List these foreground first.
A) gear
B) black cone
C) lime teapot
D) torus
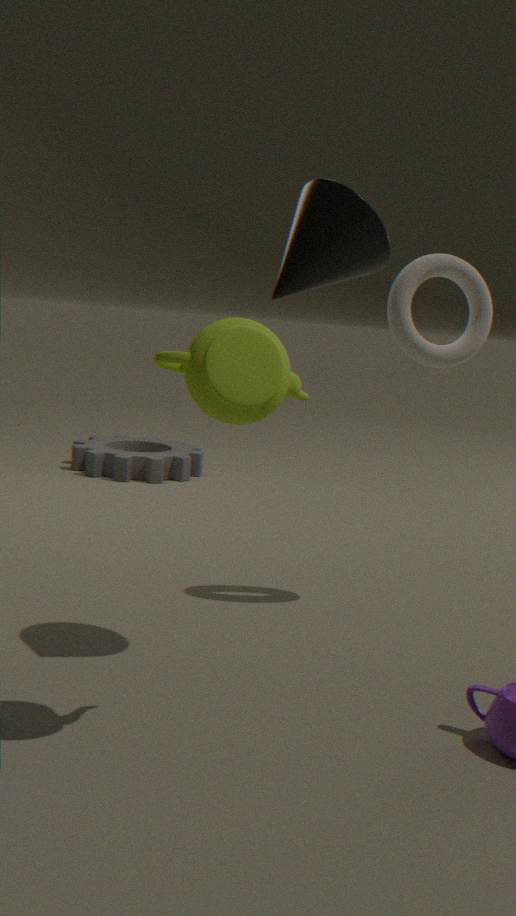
lime teapot → black cone → torus → gear
